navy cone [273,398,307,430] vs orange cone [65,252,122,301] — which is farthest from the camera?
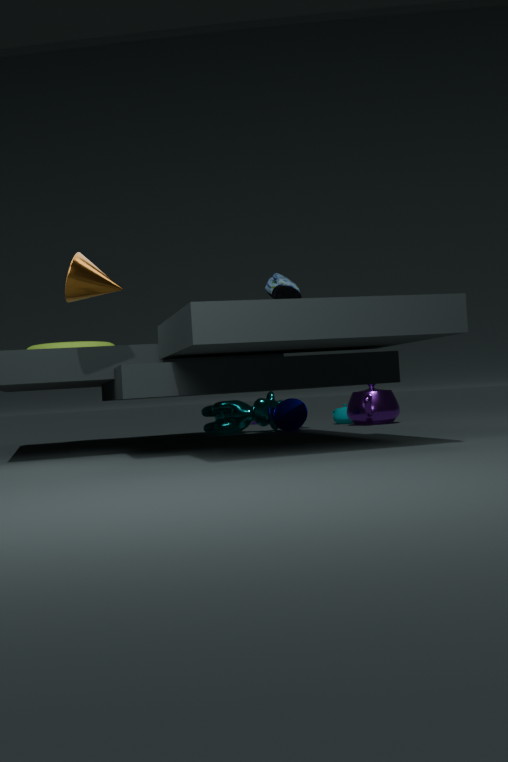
navy cone [273,398,307,430]
